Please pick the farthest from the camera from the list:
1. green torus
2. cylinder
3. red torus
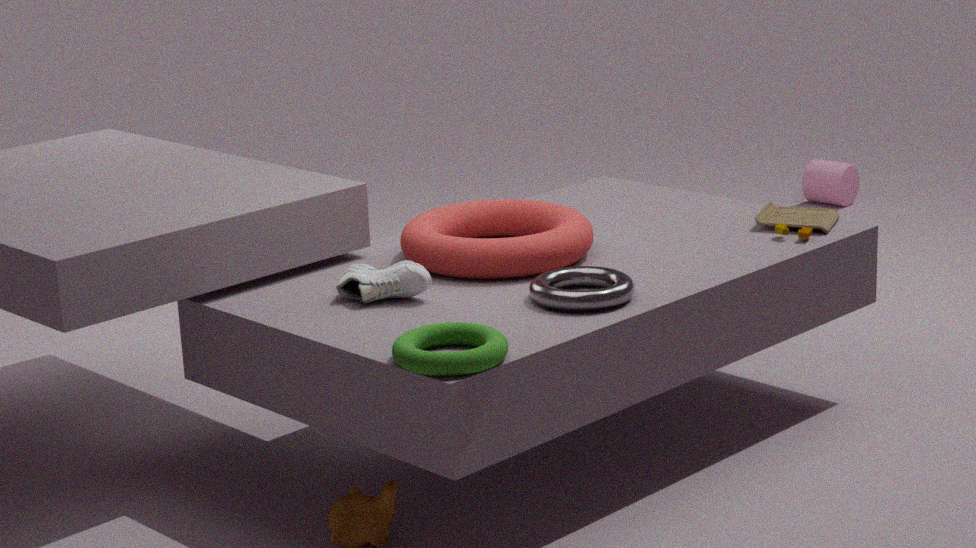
cylinder
